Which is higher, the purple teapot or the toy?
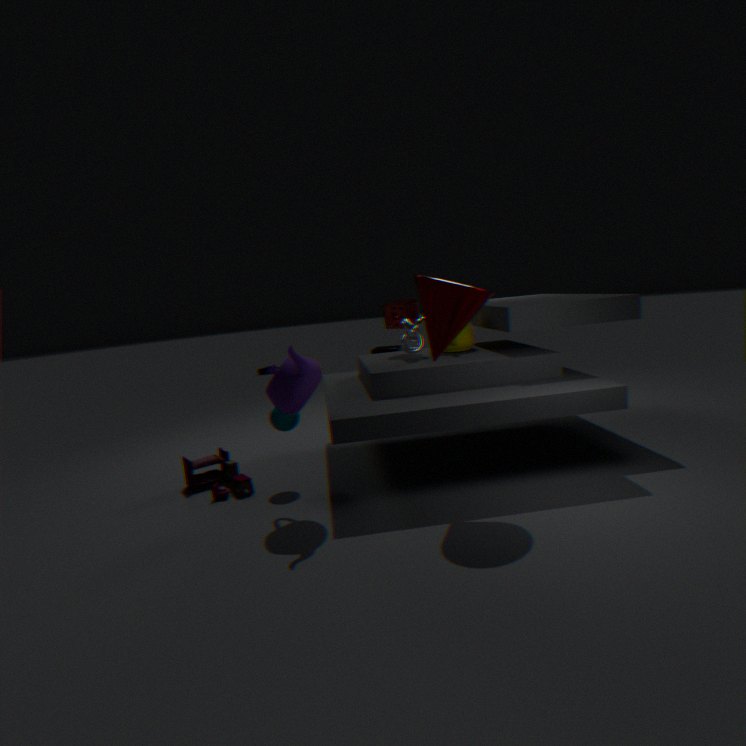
the purple teapot
